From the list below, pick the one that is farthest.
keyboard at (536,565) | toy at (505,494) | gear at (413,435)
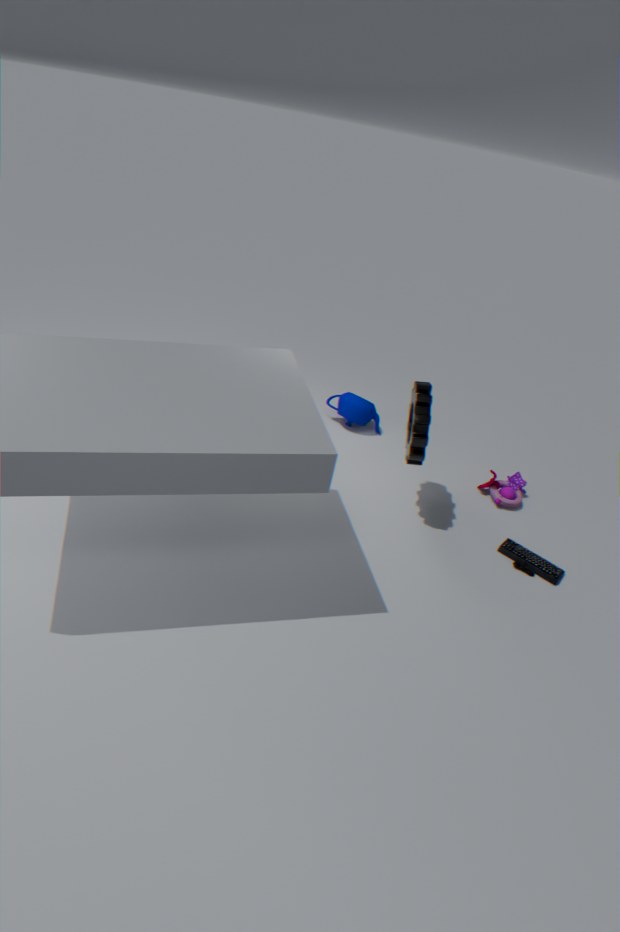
toy at (505,494)
